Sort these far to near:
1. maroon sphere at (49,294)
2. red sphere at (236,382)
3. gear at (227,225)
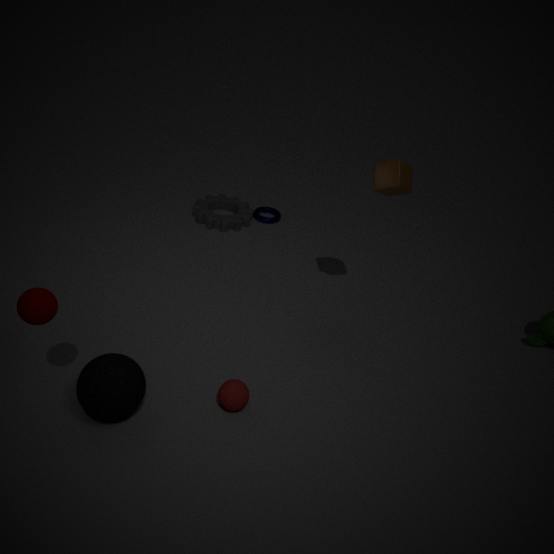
gear at (227,225) → red sphere at (236,382) → maroon sphere at (49,294)
